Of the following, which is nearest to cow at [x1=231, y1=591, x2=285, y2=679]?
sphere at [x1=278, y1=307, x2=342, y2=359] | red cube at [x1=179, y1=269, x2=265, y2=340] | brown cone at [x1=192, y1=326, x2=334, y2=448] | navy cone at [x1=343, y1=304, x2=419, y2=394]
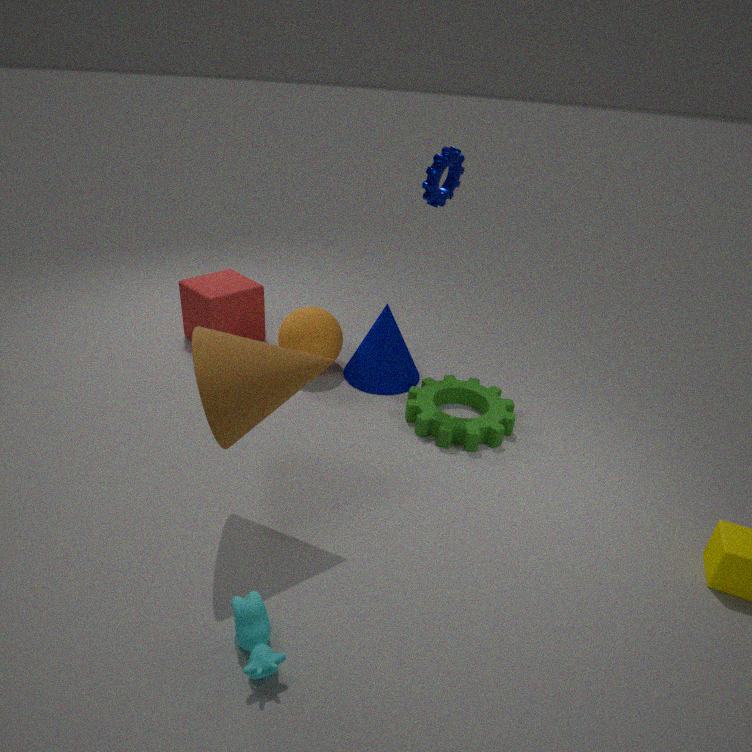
brown cone at [x1=192, y1=326, x2=334, y2=448]
